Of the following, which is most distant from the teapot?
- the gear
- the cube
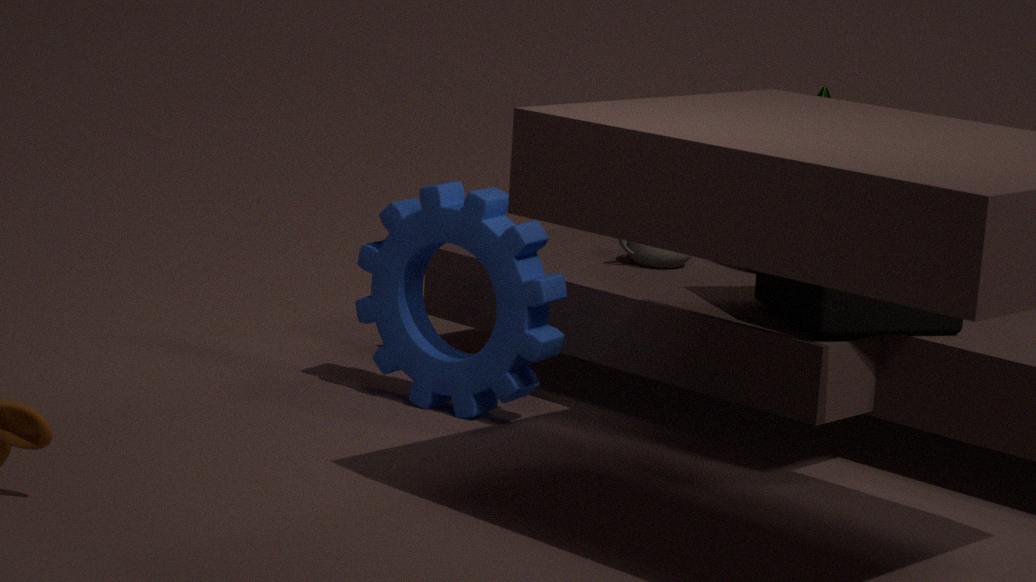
the gear
